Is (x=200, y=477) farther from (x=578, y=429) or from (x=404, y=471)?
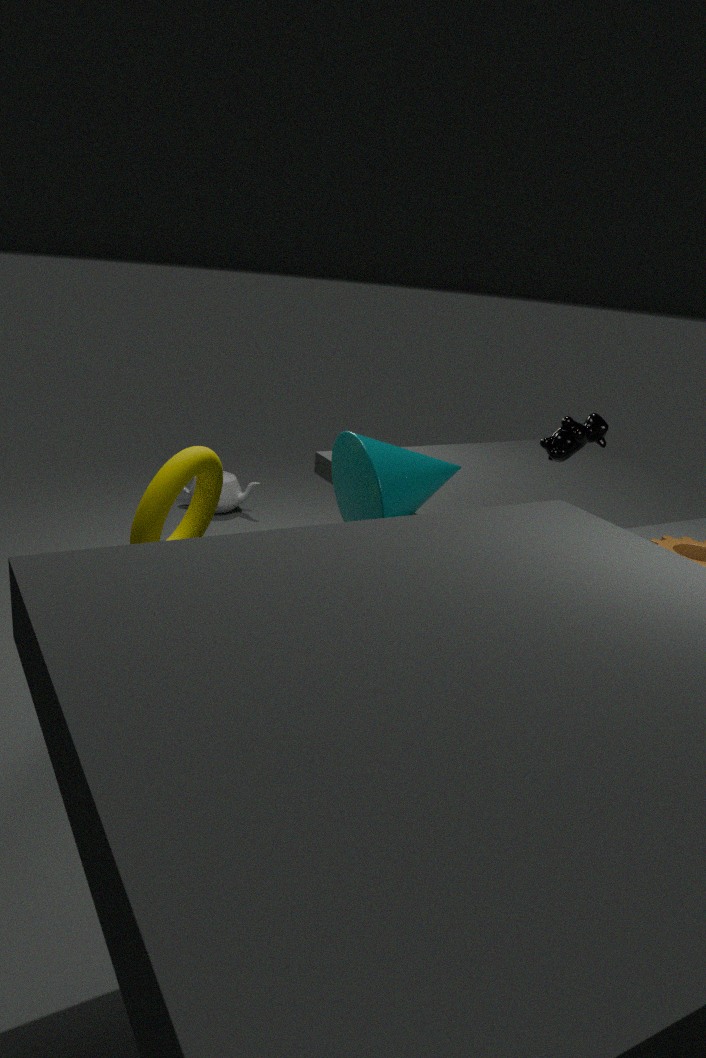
(x=578, y=429)
